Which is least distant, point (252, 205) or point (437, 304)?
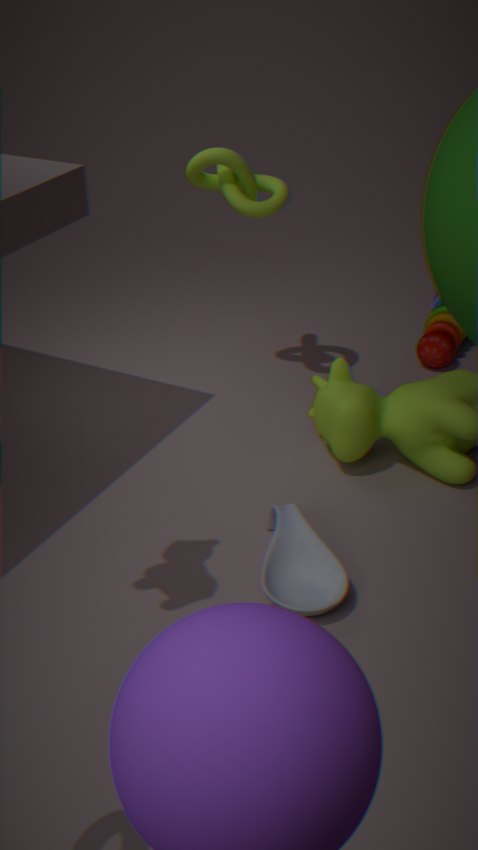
point (252, 205)
